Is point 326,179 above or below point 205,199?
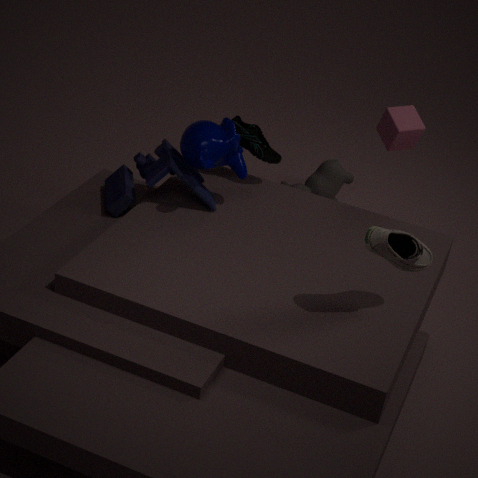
below
